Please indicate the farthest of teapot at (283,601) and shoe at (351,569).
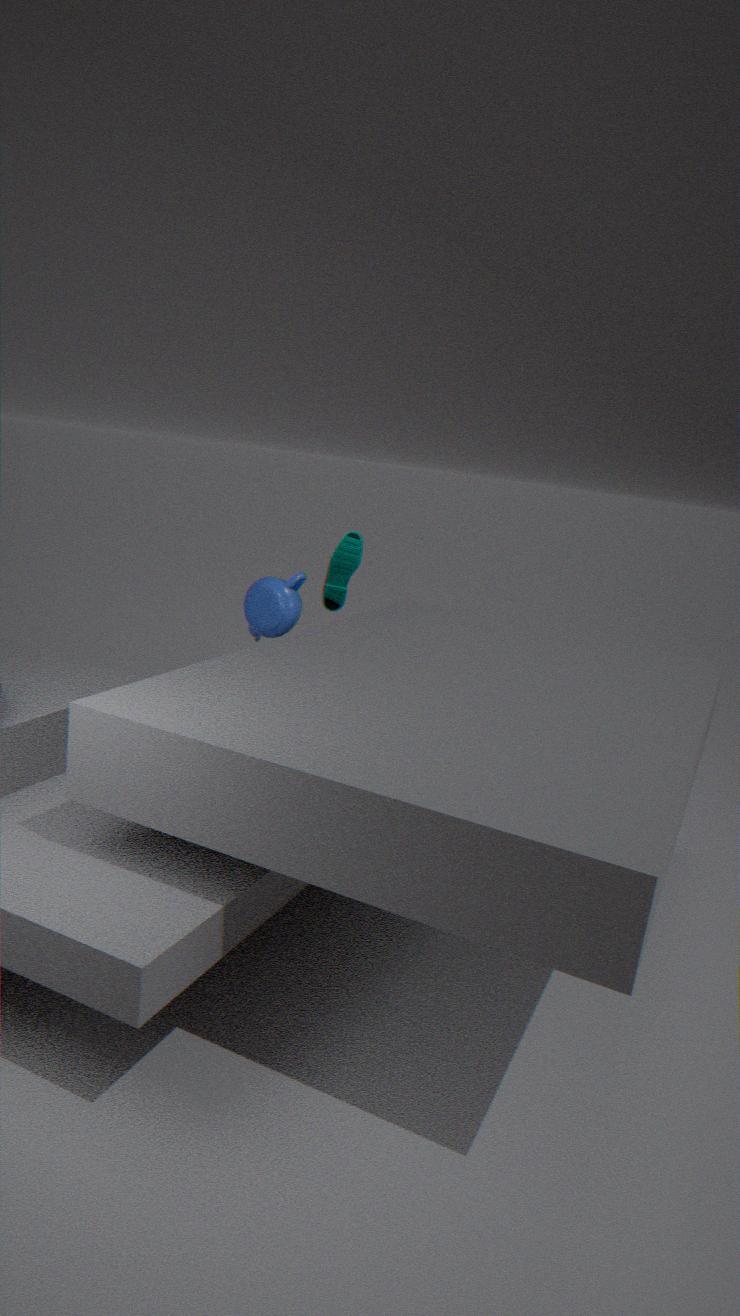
shoe at (351,569)
